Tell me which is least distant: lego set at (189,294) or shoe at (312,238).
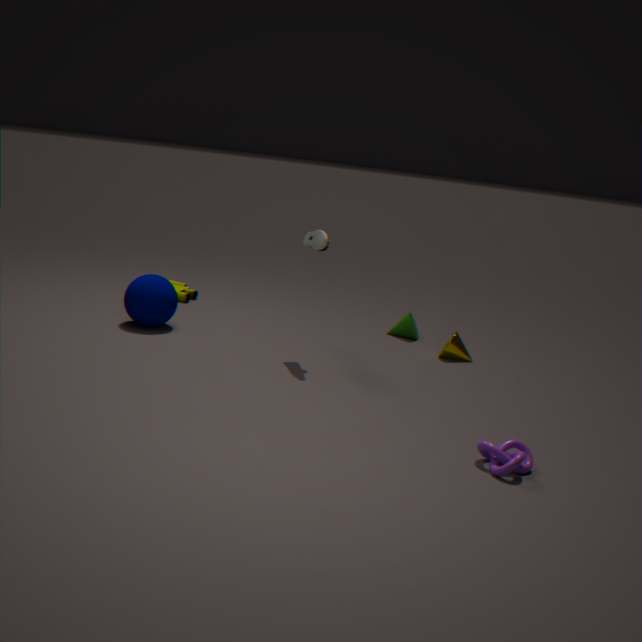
shoe at (312,238)
